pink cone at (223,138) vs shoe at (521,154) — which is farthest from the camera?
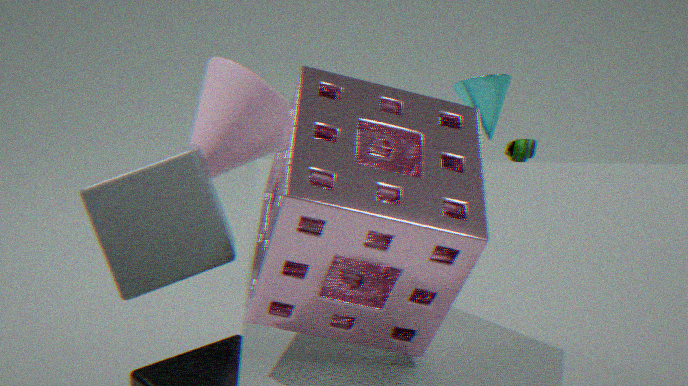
shoe at (521,154)
